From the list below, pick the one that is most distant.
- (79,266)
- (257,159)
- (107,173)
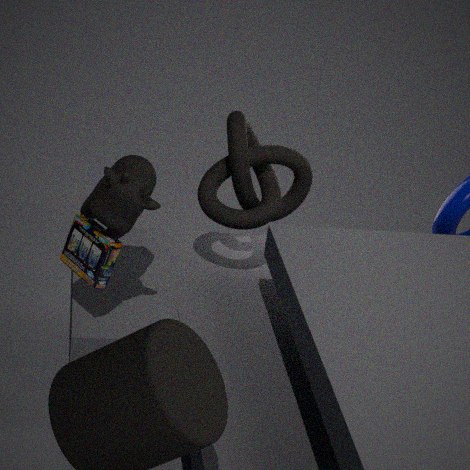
(257,159)
